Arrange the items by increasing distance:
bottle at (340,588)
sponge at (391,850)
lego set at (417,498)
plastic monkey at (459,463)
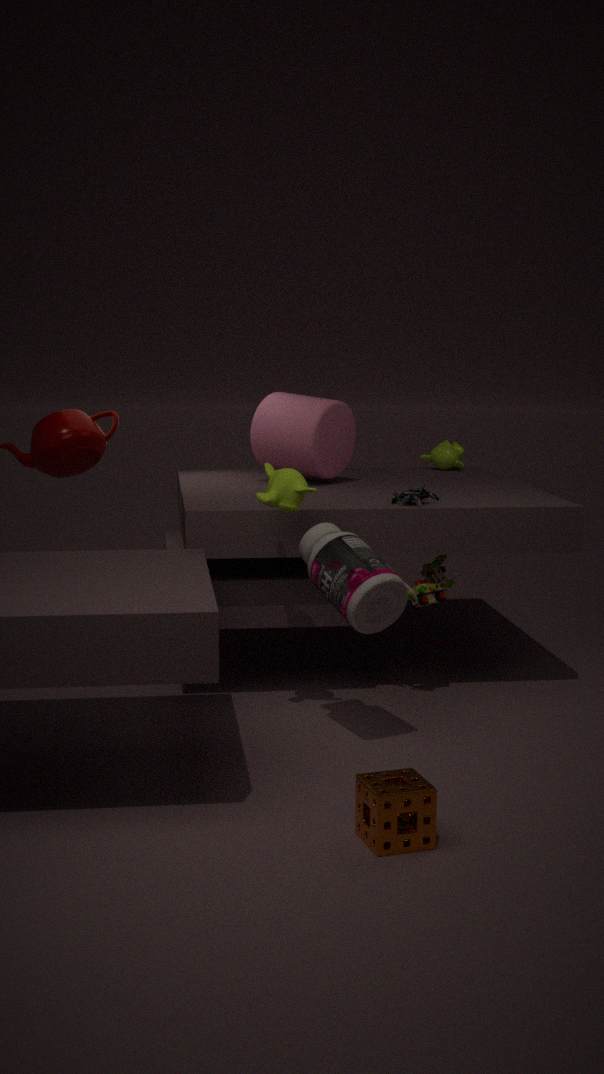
sponge at (391,850), bottle at (340,588), lego set at (417,498), plastic monkey at (459,463)
